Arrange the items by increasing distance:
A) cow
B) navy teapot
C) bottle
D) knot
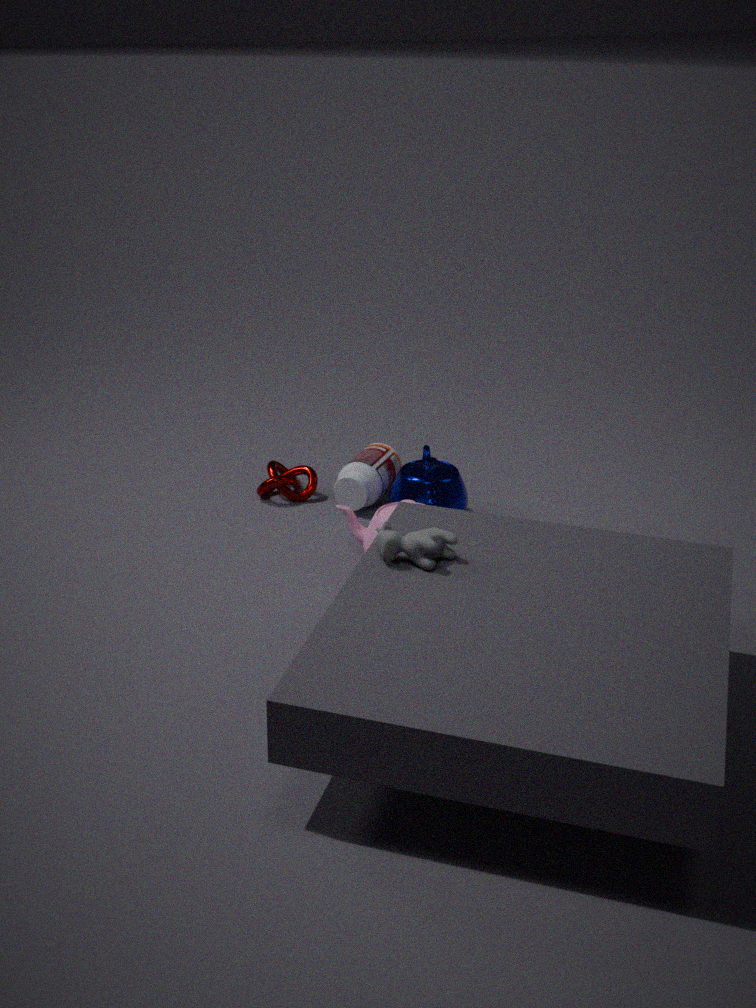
cow < navy teapot < bottle < knot
